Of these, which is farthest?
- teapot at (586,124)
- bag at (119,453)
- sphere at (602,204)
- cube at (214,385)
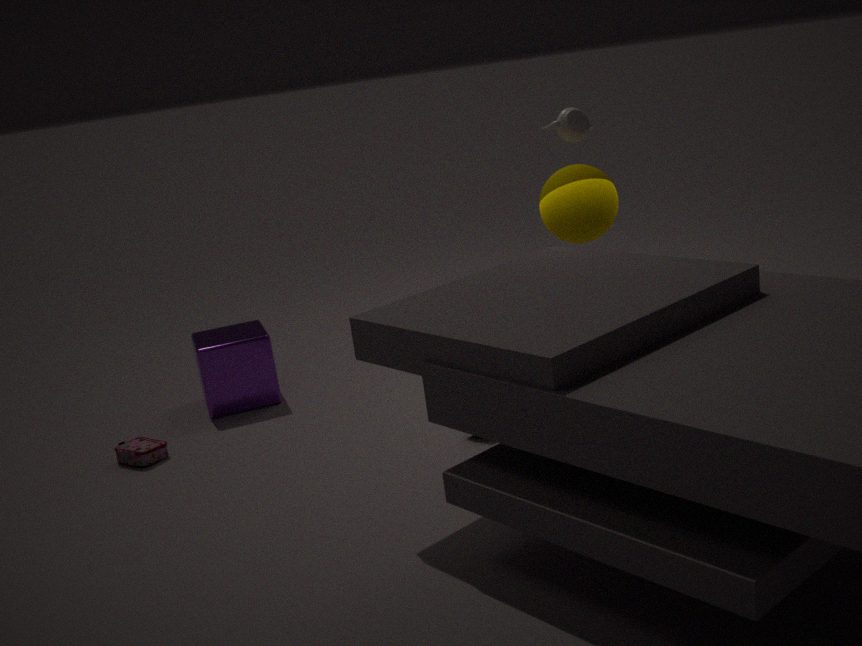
cube at (214,385)
